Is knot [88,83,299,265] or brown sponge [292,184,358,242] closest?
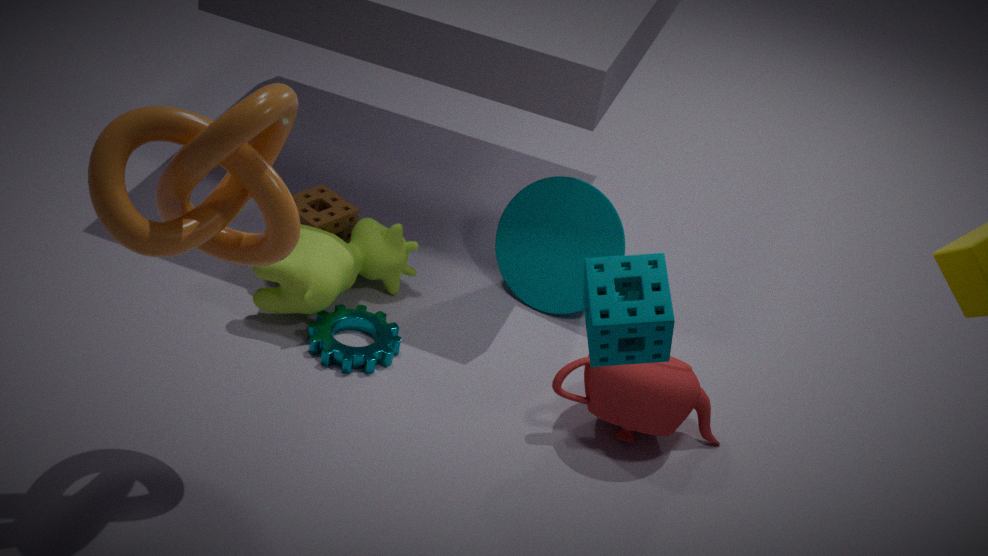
knot [88,83,299,265]
